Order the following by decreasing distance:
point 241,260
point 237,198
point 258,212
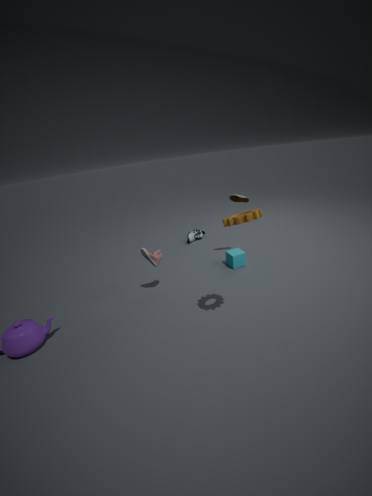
point 241,260 < point 237,198 < point 258,212
